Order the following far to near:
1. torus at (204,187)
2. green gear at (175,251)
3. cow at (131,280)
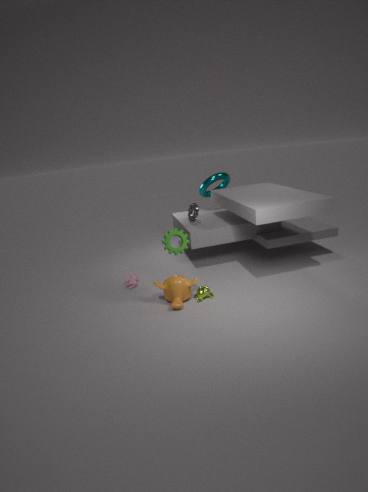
torus at (204,187)
cow at (131,280)
green gear at (175,251)
